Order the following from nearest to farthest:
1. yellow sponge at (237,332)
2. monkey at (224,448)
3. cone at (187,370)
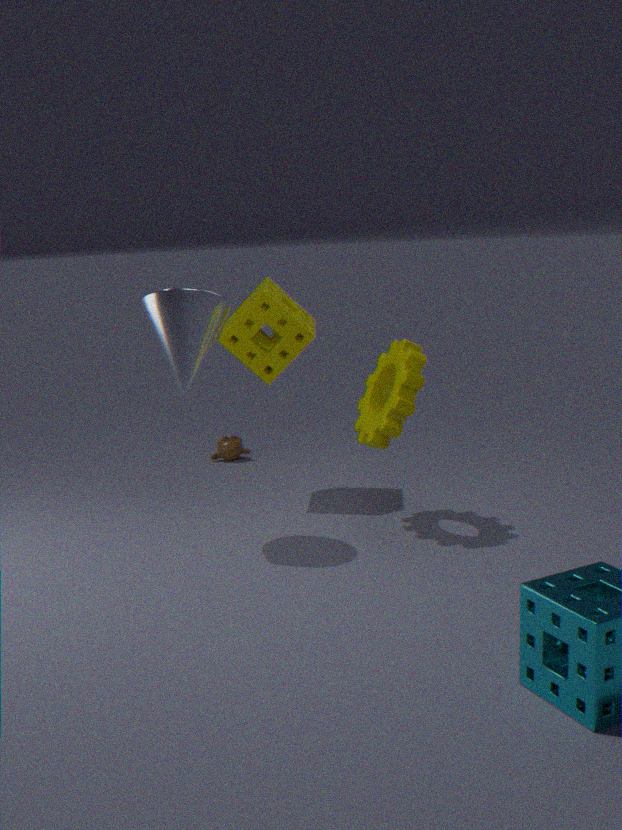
cone at (187,370), yellow sponge at (237,332), monkey at (224,448)
